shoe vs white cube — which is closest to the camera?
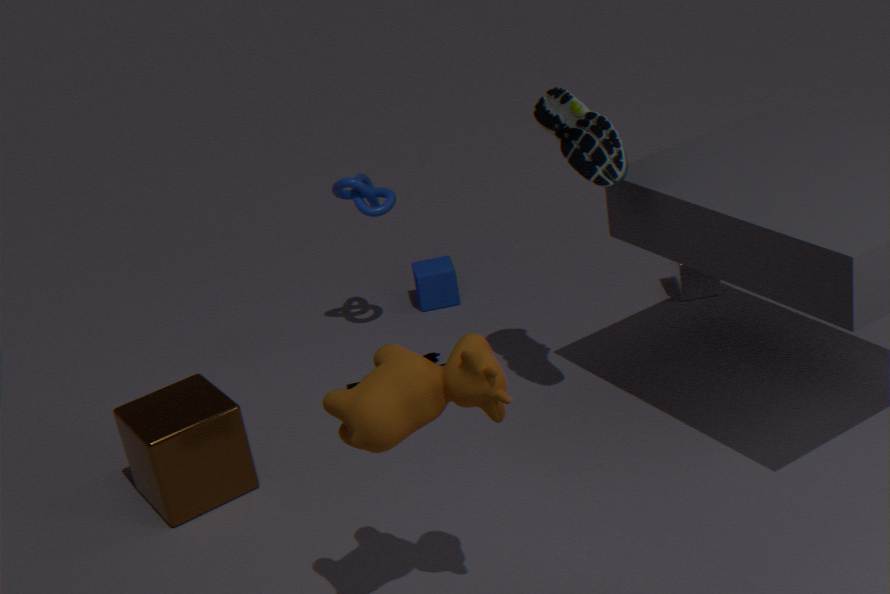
shoe
